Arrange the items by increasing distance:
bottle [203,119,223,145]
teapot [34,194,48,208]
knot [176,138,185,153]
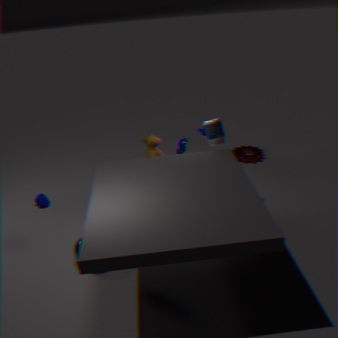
1. teapot [34,194,48,208]
2. bottle [203,119,223,145]
3. knot [176,138,185,153]
